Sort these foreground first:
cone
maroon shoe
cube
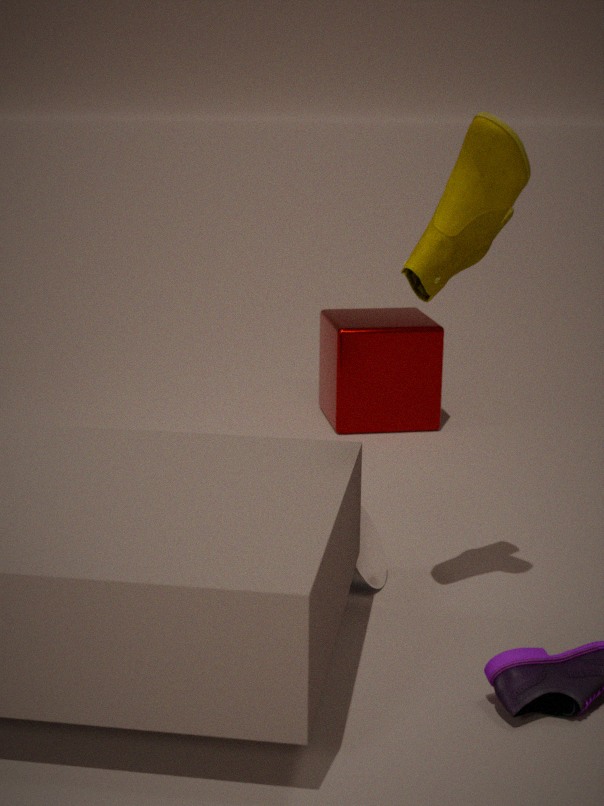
maroon shoe → cone → cube
